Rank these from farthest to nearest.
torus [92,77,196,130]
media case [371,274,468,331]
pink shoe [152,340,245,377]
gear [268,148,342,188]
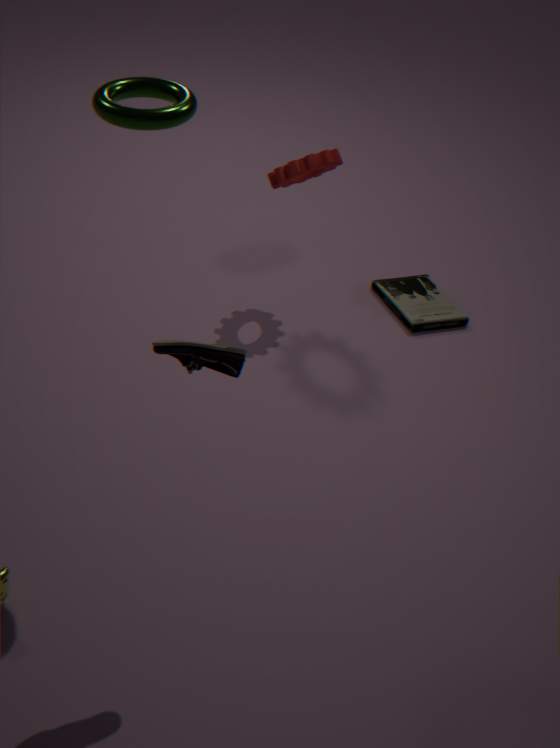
media case [371,274,468,331]
gear [268,148,342,188]
torus [92,77,196,130]
pink shoe [152,340,245,377]
